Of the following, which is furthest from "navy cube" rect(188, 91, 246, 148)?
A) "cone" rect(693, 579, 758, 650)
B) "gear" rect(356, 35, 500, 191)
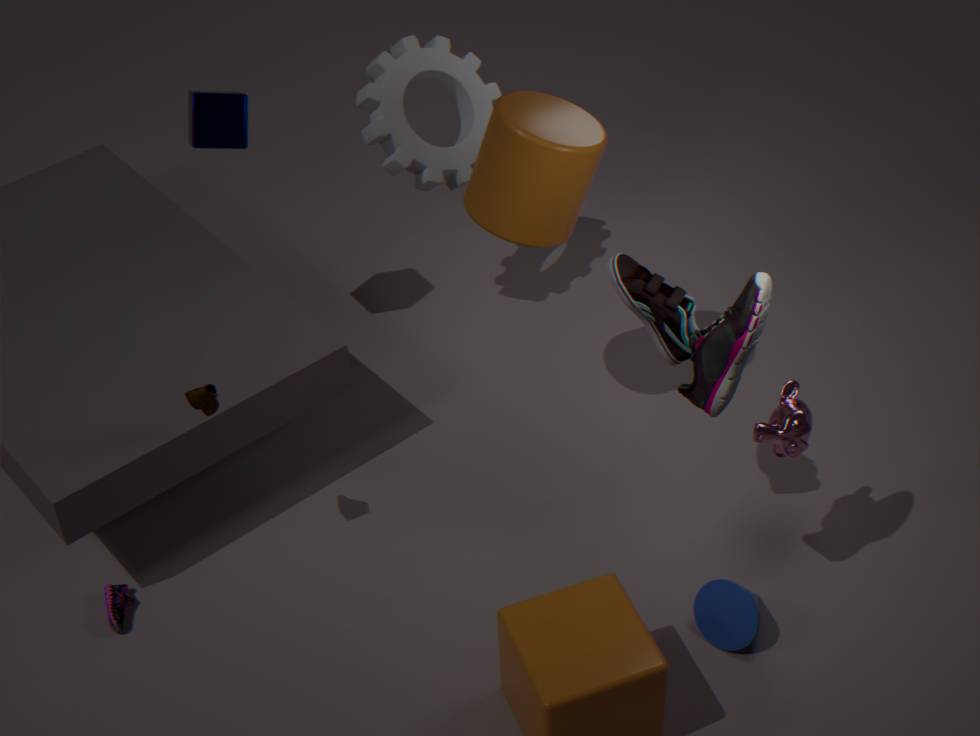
"cone" rect(693, 579, 758, 650)
